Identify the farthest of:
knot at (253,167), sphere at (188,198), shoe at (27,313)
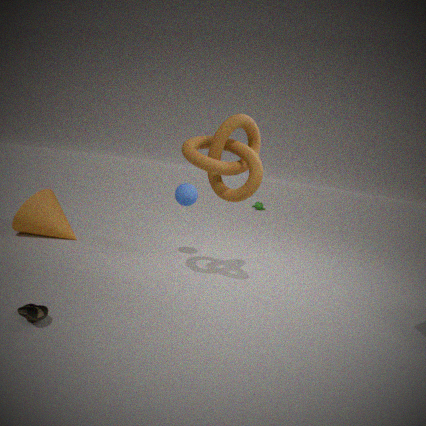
sphere at (188,198)
